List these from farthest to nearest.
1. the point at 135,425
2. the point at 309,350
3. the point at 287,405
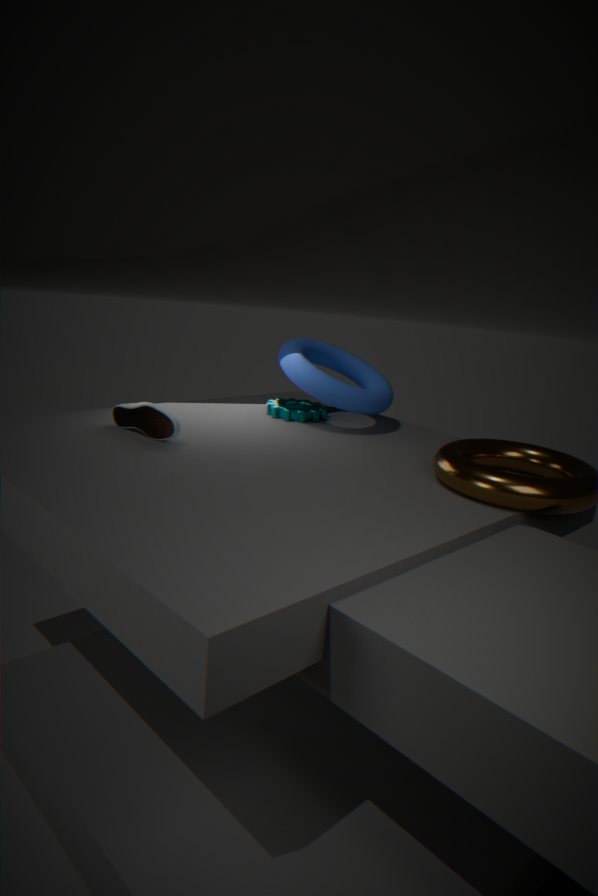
1. the point at 287,405
2. the point at 309,350
3. the point at 135,425
